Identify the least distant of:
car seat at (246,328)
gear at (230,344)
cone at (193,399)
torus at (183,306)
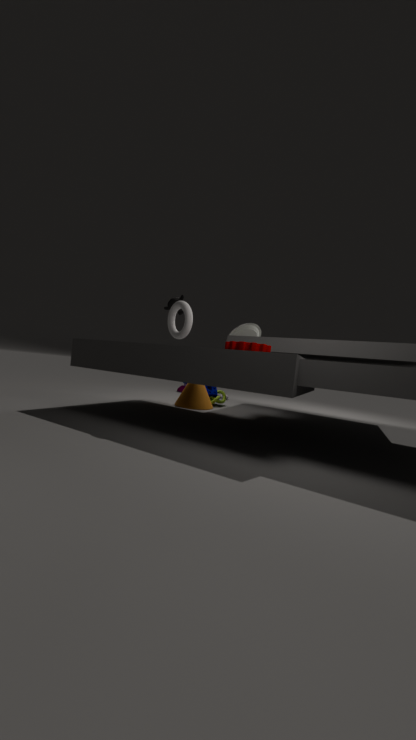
gear at (230,344)
